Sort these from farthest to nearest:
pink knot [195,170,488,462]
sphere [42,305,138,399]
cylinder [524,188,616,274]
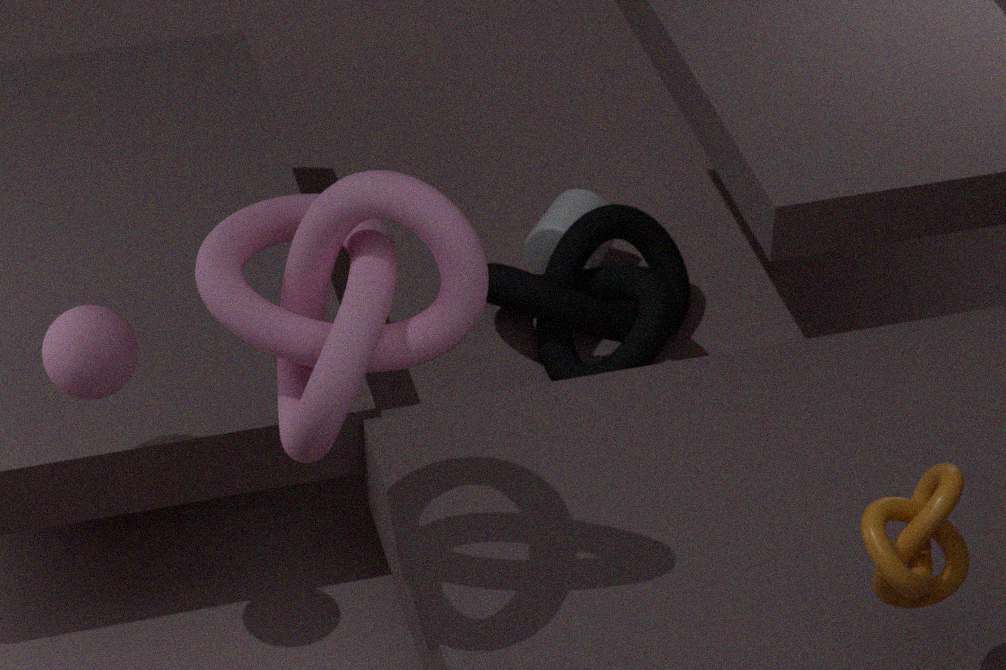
cylinder [524,188,616,274]
sphere [42,305,138,399]
pink knot [195,170,488,462]
